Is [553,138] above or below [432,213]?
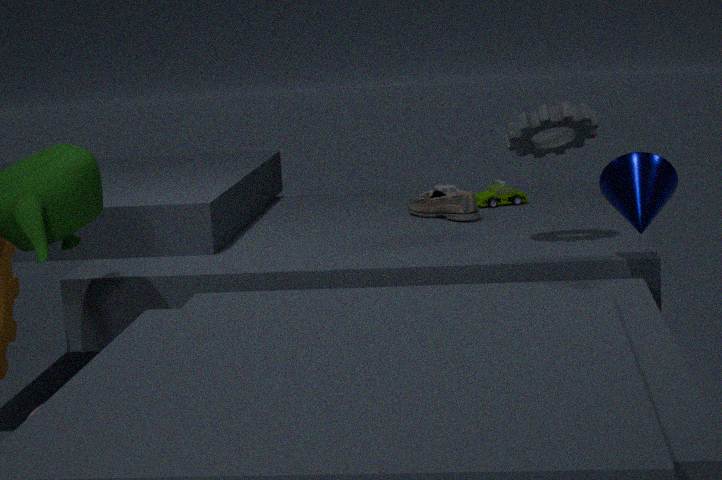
above
